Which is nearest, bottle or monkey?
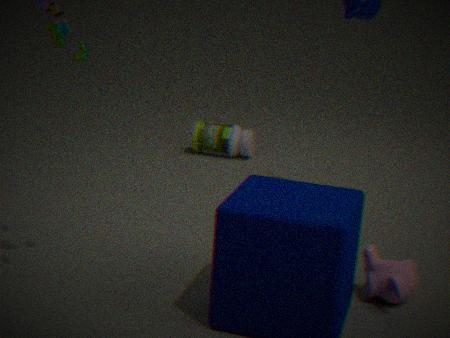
monkey
